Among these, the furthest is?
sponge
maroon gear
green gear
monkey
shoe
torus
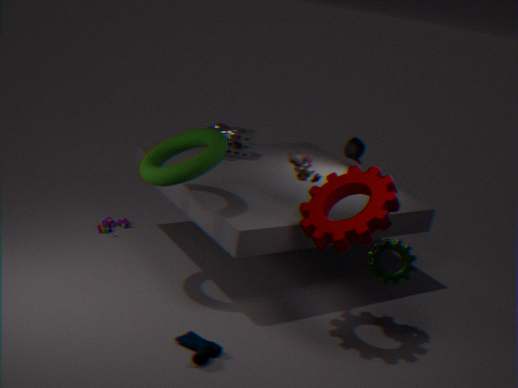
sponge
